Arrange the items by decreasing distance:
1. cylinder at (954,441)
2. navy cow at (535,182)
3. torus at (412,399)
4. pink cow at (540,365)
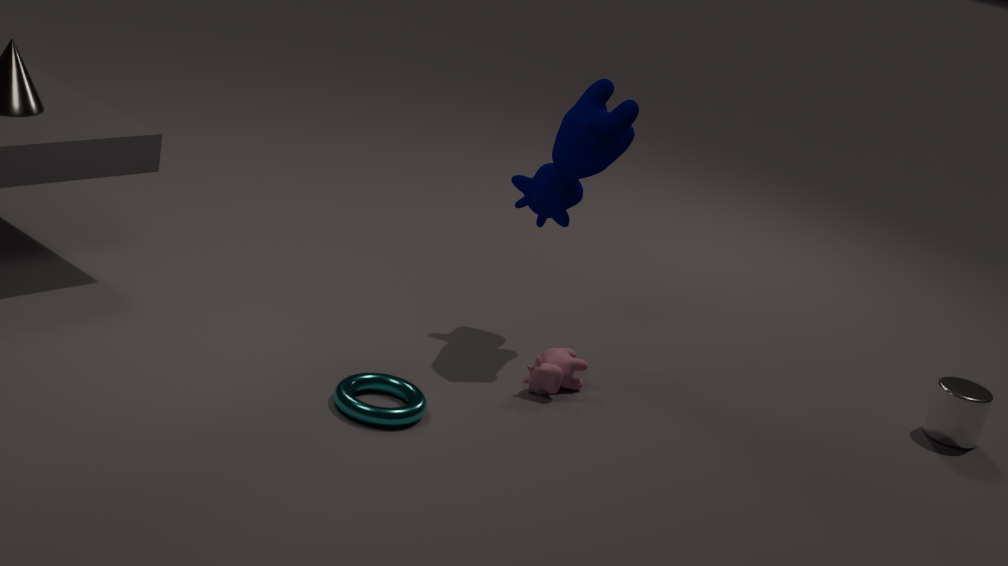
cylinder at (954,441) → navy cow at (535,182) → pink cow at (540,365) → torus at (412,399)
